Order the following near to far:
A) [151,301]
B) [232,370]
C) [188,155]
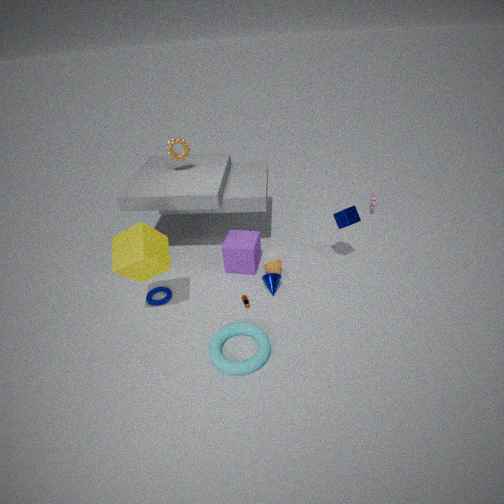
[232,370]
[151,301]
[188,155]
